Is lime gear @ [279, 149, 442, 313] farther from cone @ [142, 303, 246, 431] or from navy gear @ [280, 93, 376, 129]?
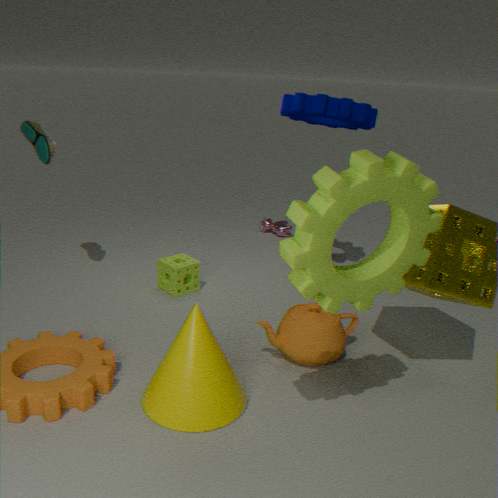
navy gear @ [280, 93, 376, 129]
